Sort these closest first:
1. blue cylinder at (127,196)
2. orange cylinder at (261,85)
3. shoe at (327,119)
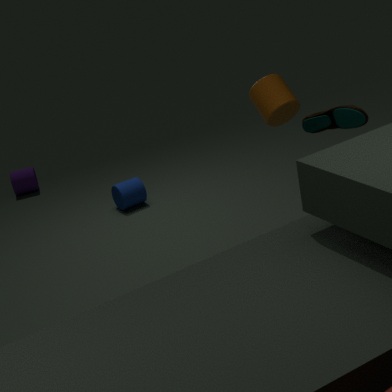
orange cylinder at (261,85), shoe at (327,119), blue cylinder at (127,196)
